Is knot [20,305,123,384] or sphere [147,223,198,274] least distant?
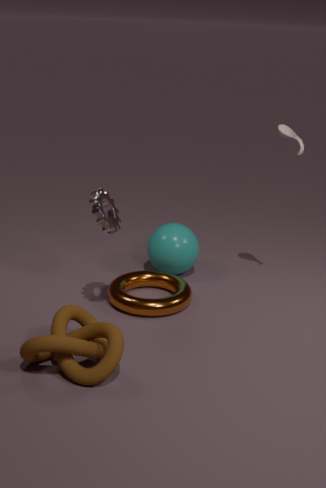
knot [20,305,123,384]
